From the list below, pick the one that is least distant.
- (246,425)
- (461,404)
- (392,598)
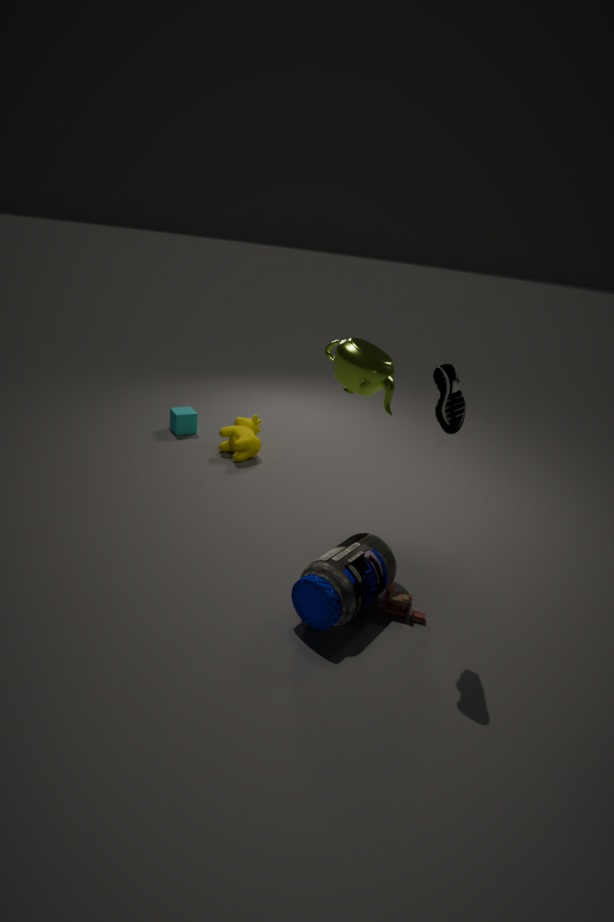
(461,404)
